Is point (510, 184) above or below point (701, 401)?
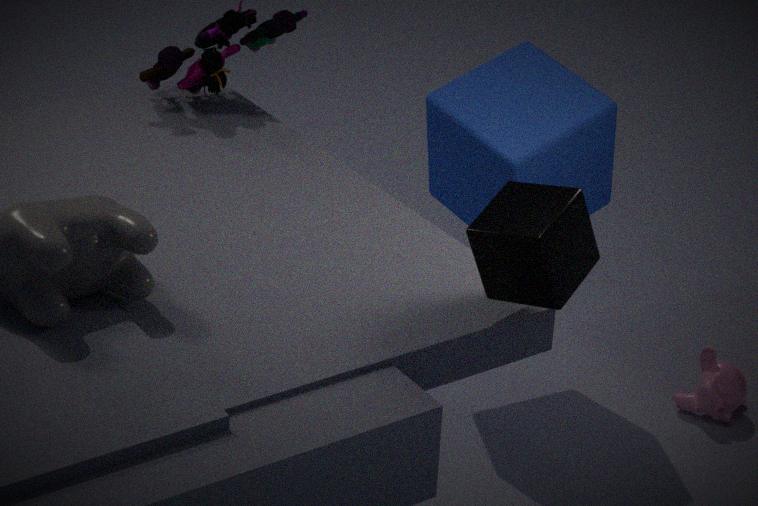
above
